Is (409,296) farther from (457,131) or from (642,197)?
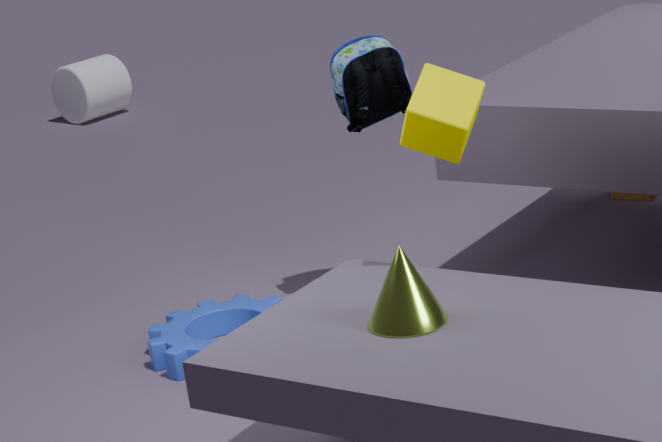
(642,197)
